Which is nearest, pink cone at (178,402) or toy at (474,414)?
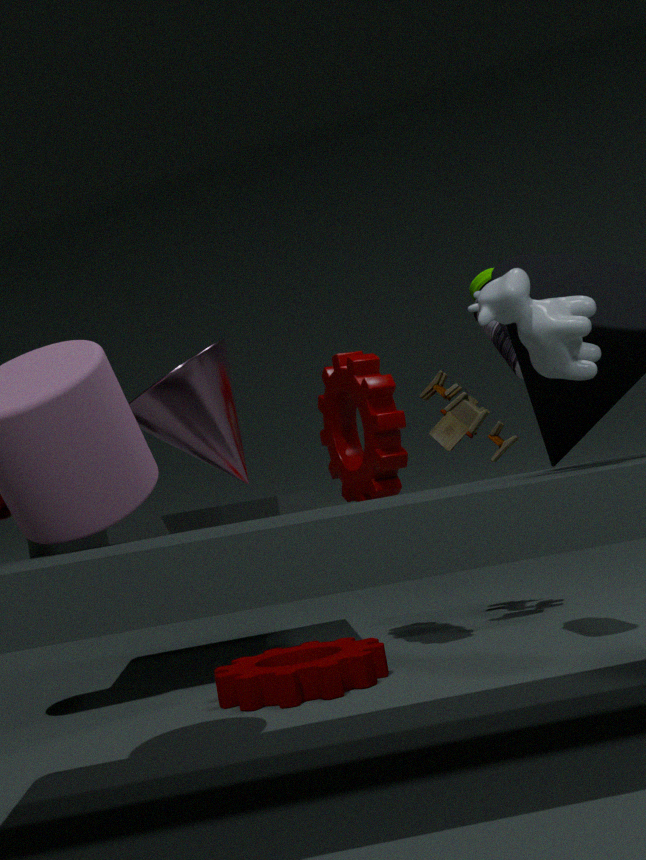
pink cone at (178,402)
